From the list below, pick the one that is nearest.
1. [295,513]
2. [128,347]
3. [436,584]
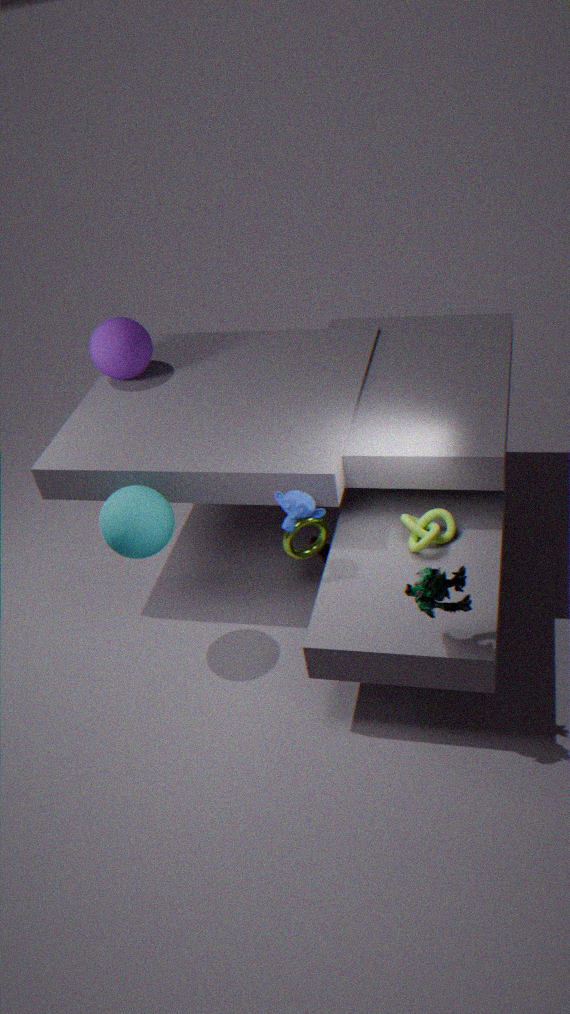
[436,584]
